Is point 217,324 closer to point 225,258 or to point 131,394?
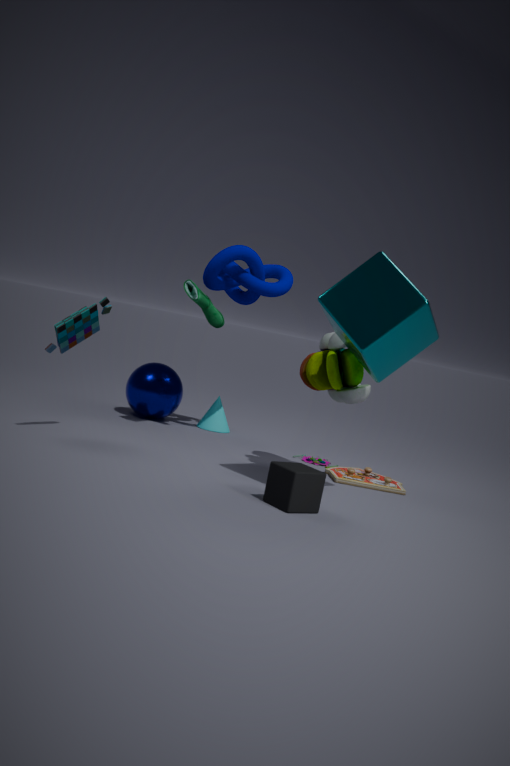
point 225,258
